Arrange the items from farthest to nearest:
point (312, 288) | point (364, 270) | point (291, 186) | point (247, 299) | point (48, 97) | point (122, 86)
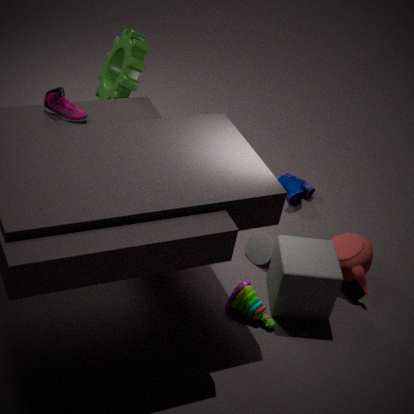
point (291, 186)
point (364, 270)
point (122, 86)
point (247, 299)
point (312, 288)
point (48, 97)
